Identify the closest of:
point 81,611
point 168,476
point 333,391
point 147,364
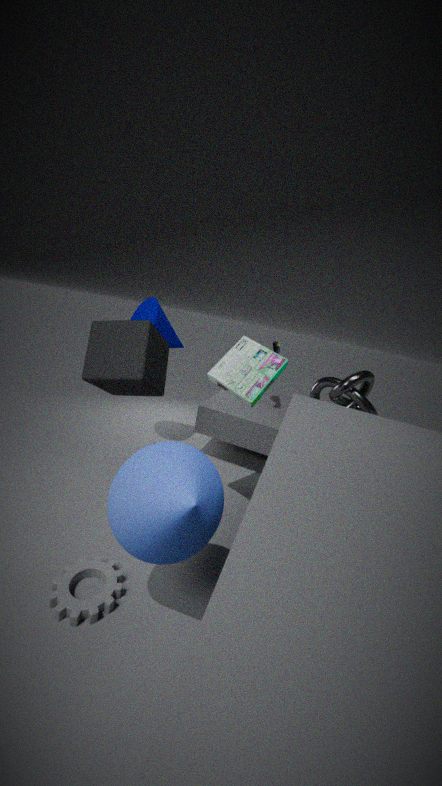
point 168,476
